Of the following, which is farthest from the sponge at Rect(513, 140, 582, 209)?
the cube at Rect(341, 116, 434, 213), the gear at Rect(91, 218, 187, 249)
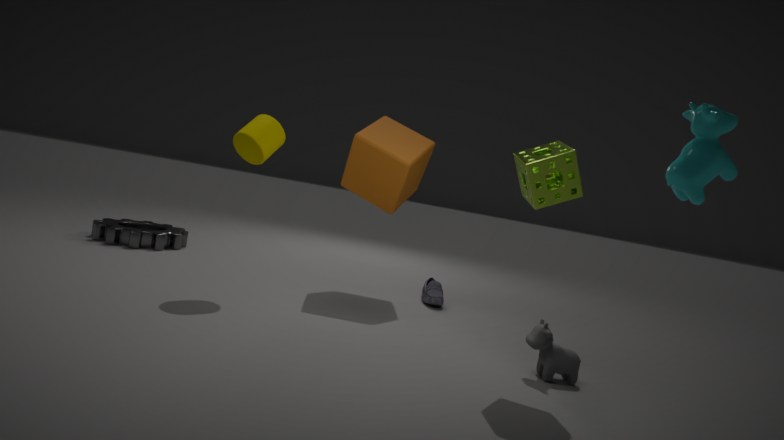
the gear at Rect(91, 218, 187, 249)
